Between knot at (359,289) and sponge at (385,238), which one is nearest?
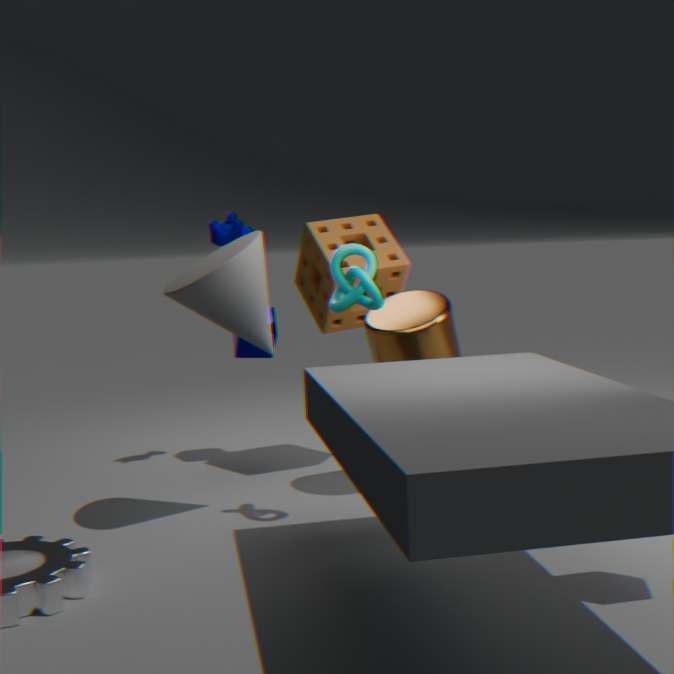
knot at (359,289)
